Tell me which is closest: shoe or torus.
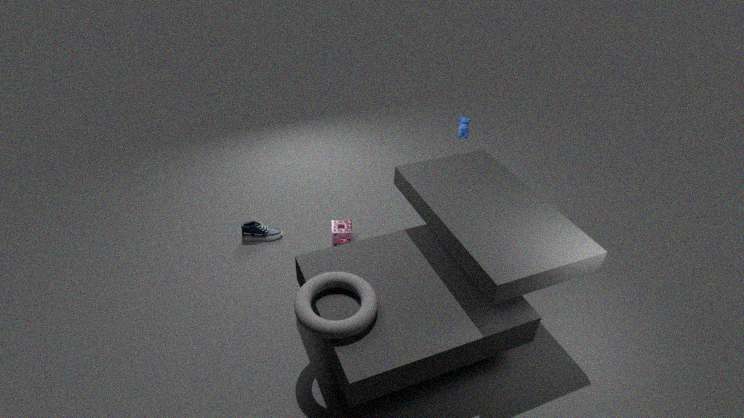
torus
